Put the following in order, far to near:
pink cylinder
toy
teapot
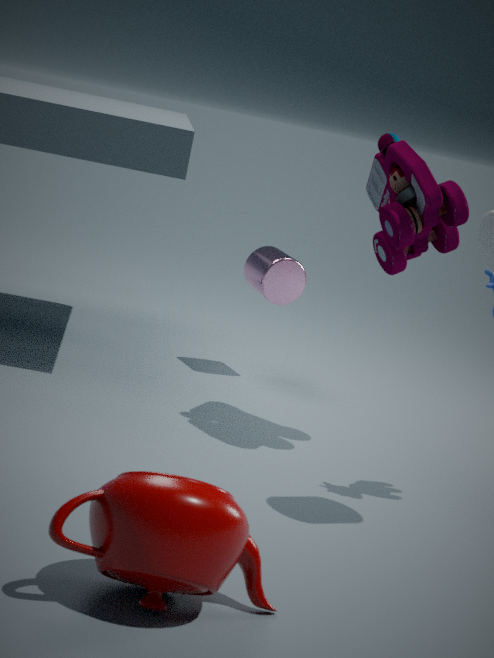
pink cylinder
toy
teapot
